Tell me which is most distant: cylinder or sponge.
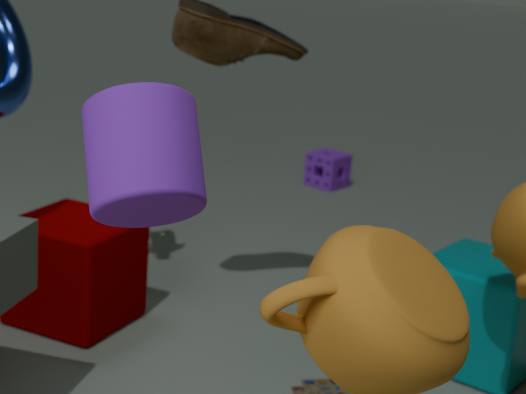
sponge
